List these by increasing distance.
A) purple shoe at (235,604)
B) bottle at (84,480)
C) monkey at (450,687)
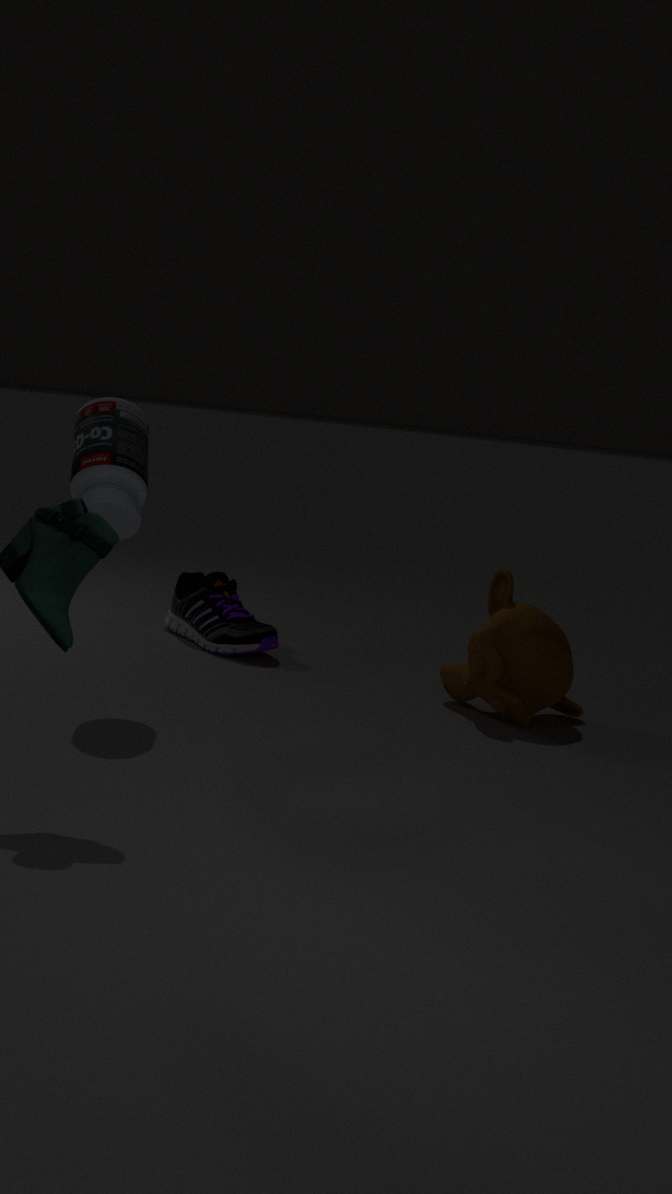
bottle at (84,480) < monkey at (450,687) < purple shoe at (235,604)
